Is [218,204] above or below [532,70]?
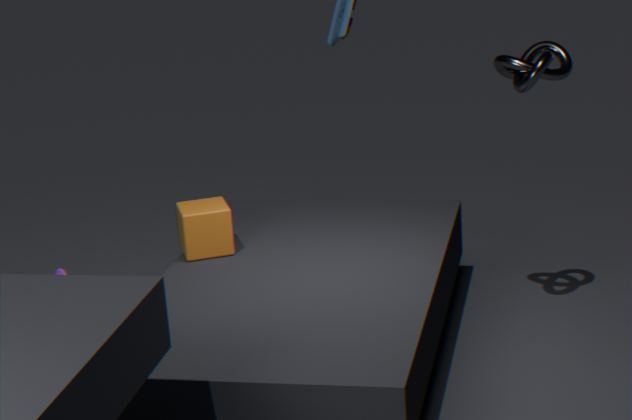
below
